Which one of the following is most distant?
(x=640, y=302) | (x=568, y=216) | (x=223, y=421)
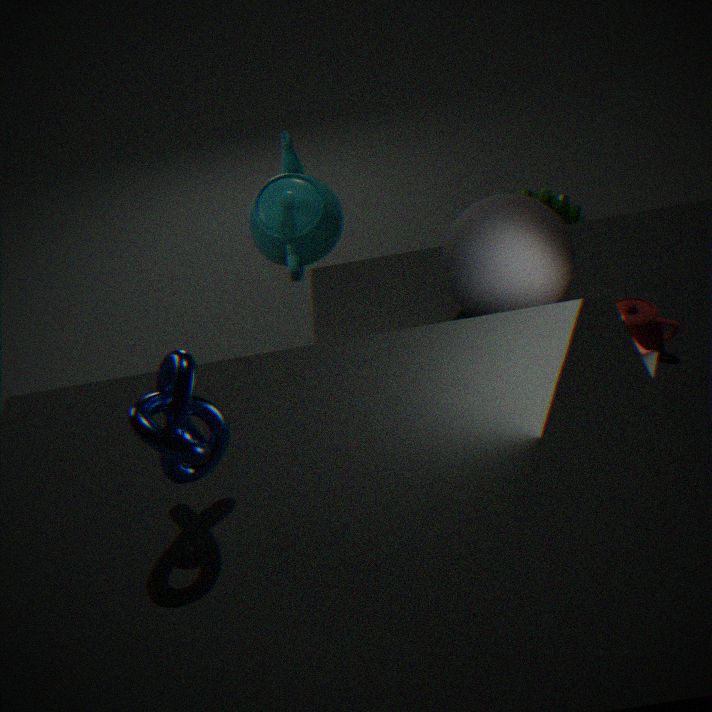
(x=568, y=216)
